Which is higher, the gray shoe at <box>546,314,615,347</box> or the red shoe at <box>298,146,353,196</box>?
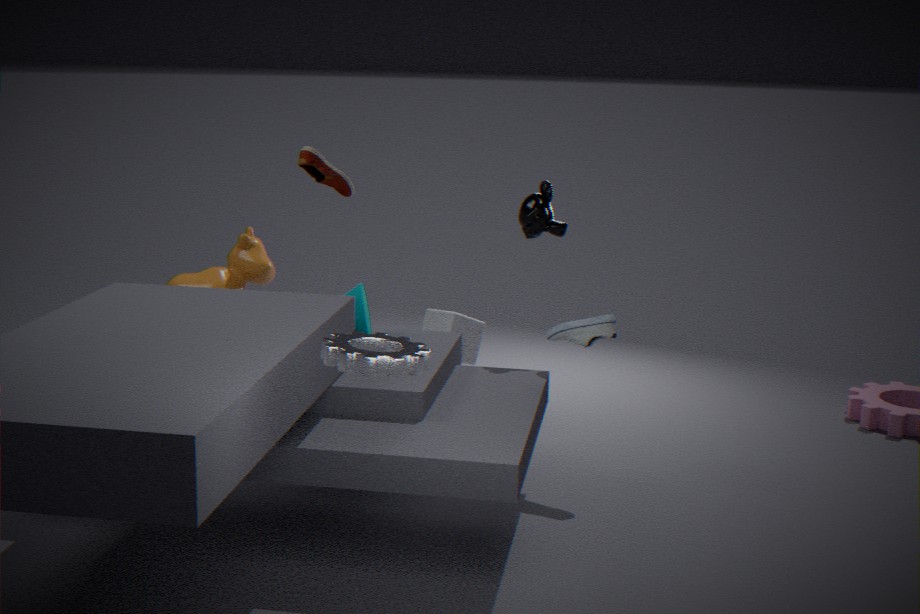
the red shoe at <box>298,146,353,196</box>
